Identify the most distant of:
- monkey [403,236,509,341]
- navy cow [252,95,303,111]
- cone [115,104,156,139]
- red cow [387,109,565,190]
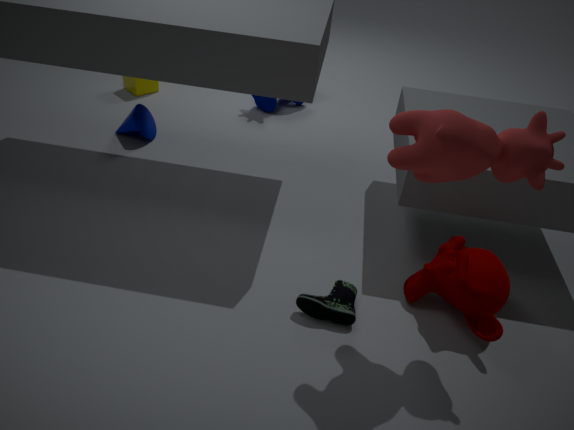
navy cow [252,95,303,111]
